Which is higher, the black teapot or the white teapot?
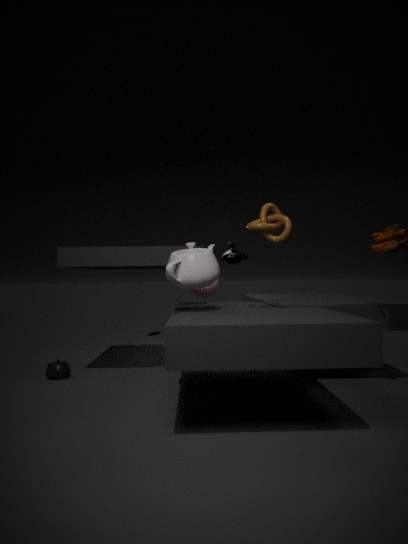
the white teapot
